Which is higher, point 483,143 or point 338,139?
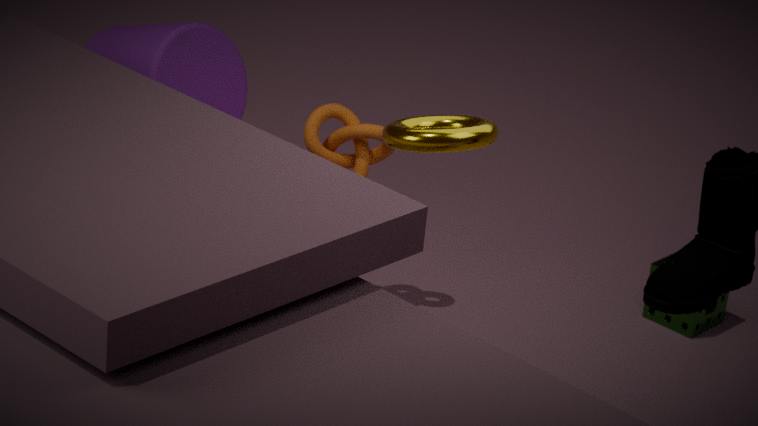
point 483,143
